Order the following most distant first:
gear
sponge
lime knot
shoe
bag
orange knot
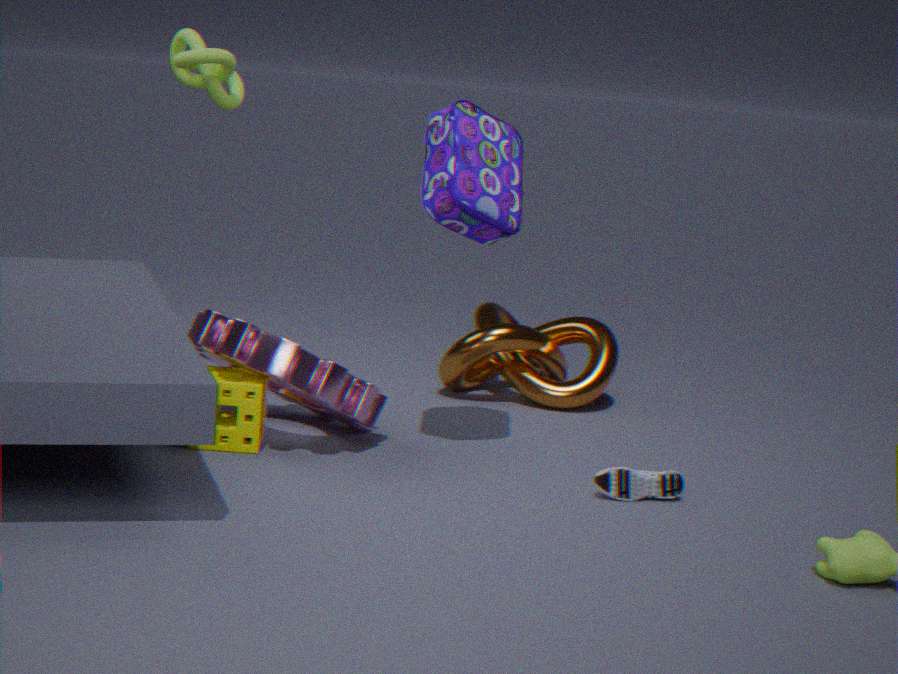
1. orange knot
2. lime knot
3. sponge
4. gear
5. shoe
6. bag
